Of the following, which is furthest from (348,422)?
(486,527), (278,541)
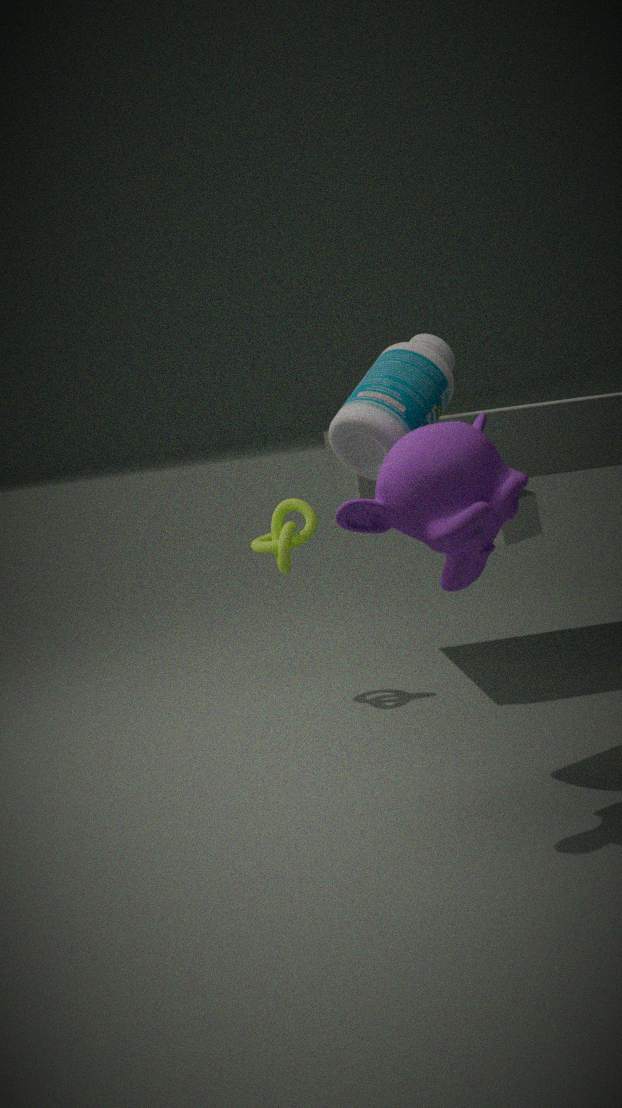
(278,541)
